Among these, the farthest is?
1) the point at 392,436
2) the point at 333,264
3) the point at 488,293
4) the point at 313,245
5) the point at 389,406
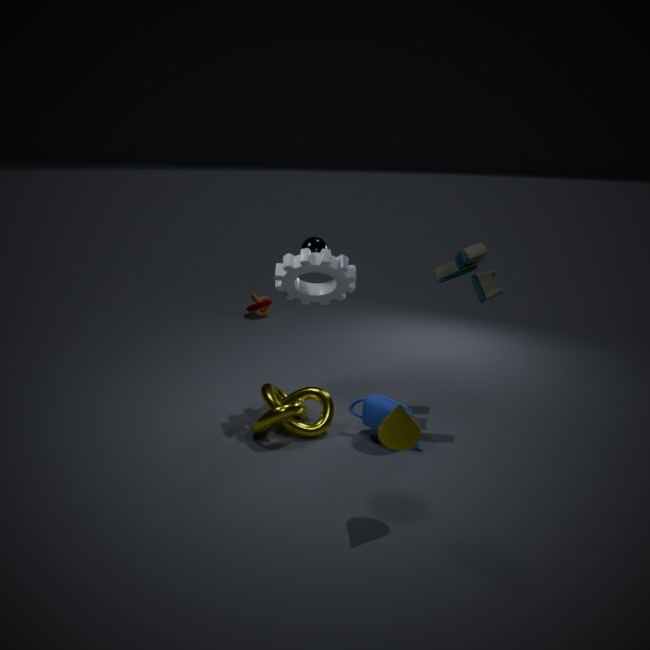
4. the point at 313,245
